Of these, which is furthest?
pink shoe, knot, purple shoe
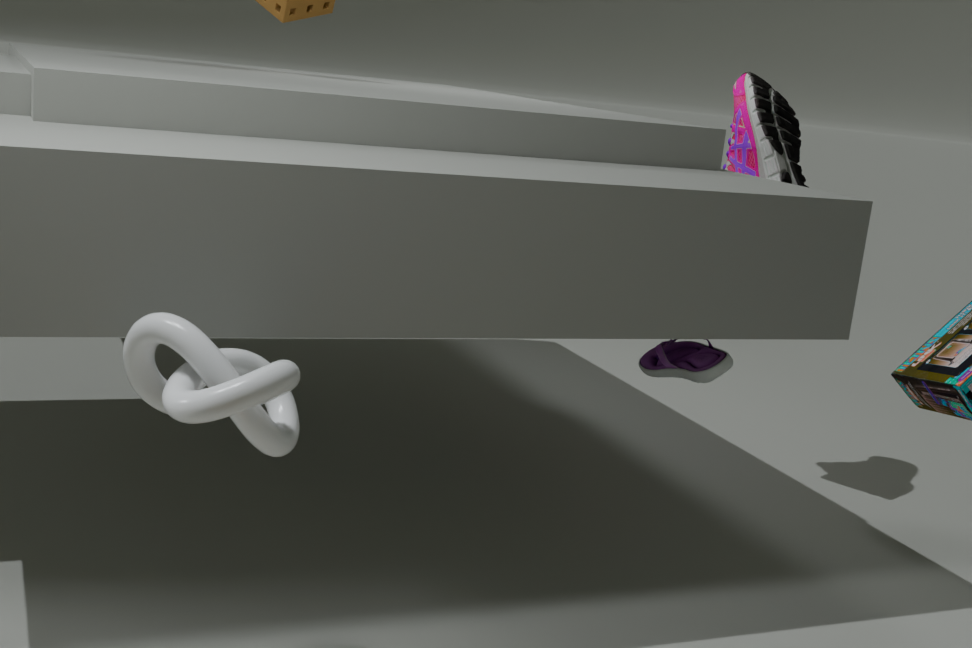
pink shoe
